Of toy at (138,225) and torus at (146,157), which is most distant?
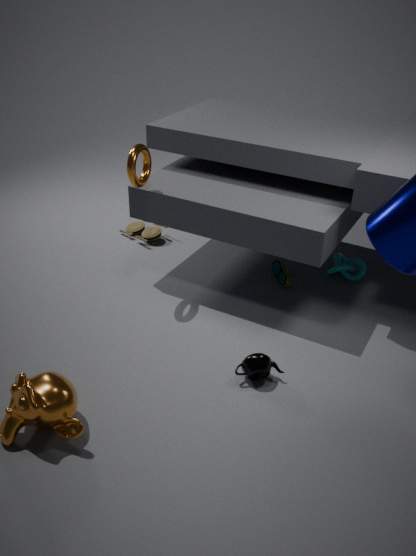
toy at (138,225)
